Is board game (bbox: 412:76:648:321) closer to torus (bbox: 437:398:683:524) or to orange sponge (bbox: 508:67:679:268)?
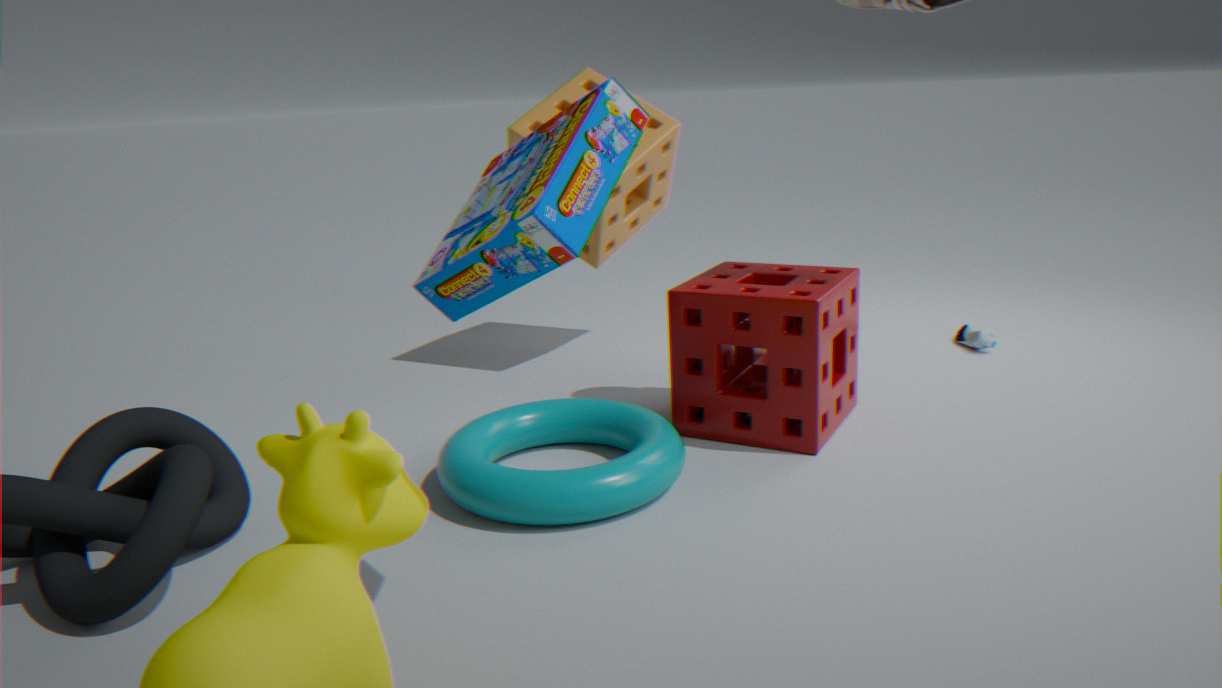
torus (bbox: 437:398:683:524)
